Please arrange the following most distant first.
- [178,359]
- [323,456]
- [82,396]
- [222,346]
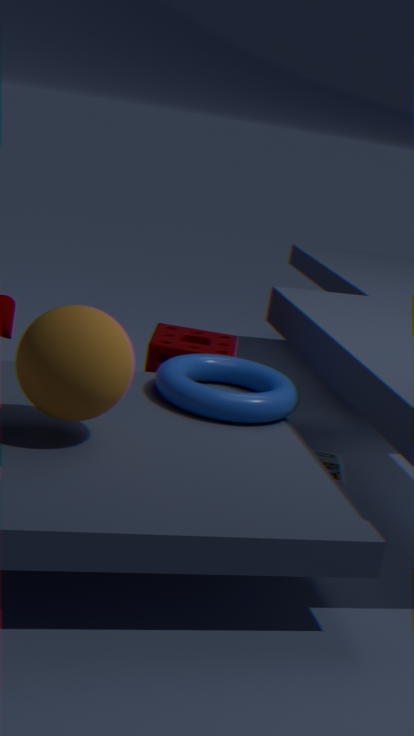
[222,346], [323,456], [178,359], [82,396]
